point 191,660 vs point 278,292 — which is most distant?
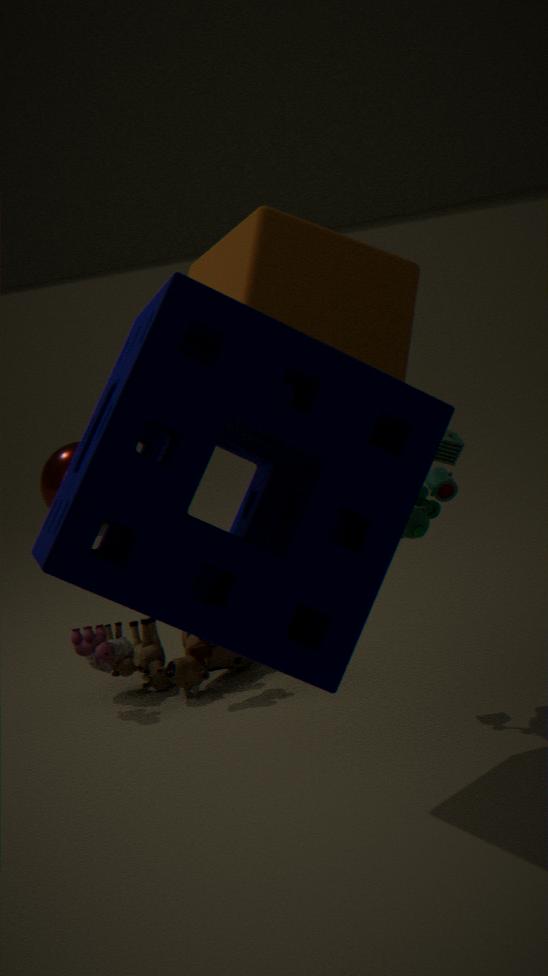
point 191,660
